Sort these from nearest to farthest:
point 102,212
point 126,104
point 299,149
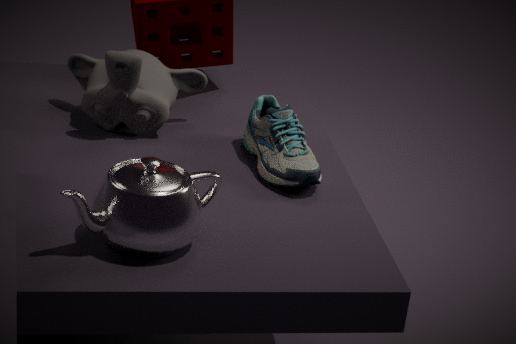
1. point 102,212
2. point 299,149
3. point 126,104
